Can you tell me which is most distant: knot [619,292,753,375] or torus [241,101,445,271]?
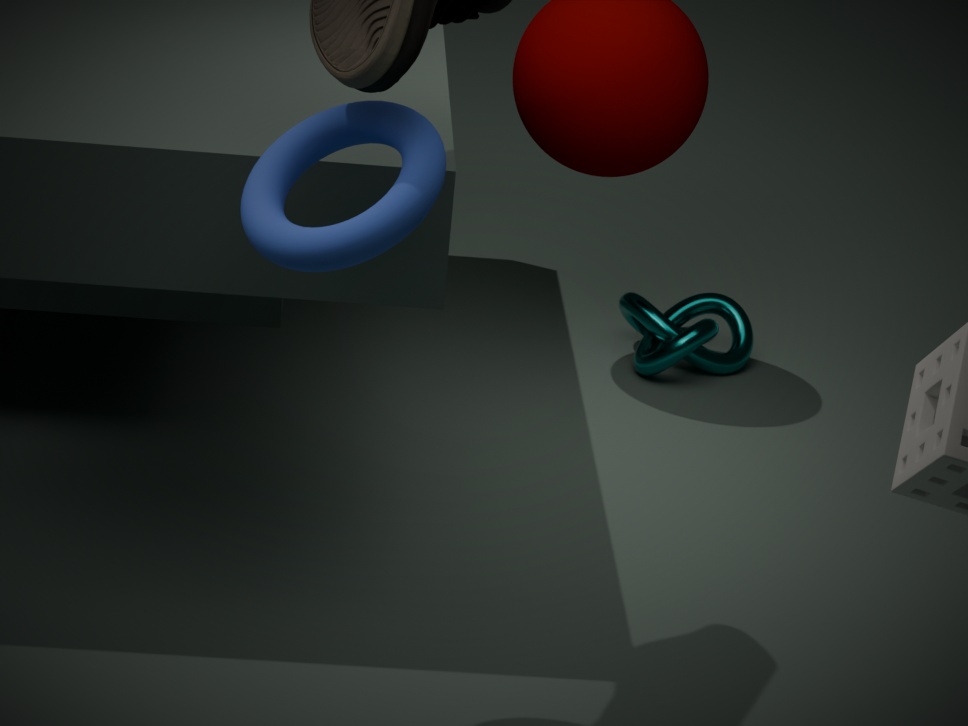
knot [619,292,753,375]
